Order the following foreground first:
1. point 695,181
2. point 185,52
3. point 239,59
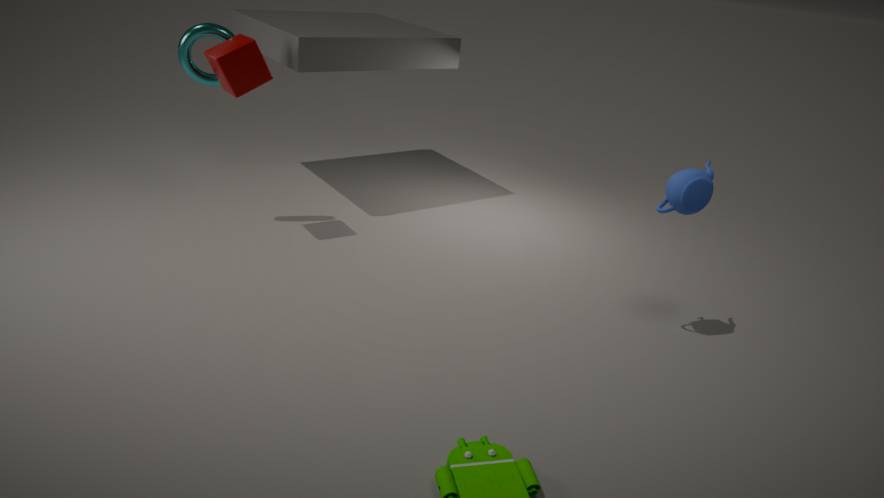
point 695,181 → point 239,59 → point 185,52
